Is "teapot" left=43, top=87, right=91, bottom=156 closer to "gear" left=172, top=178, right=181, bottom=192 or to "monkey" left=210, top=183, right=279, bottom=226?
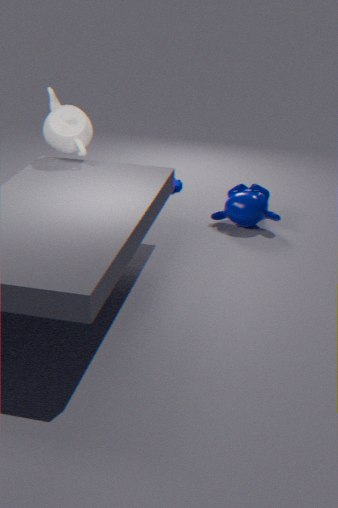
"gear" left=172, top=178, right=181, bottom=192
